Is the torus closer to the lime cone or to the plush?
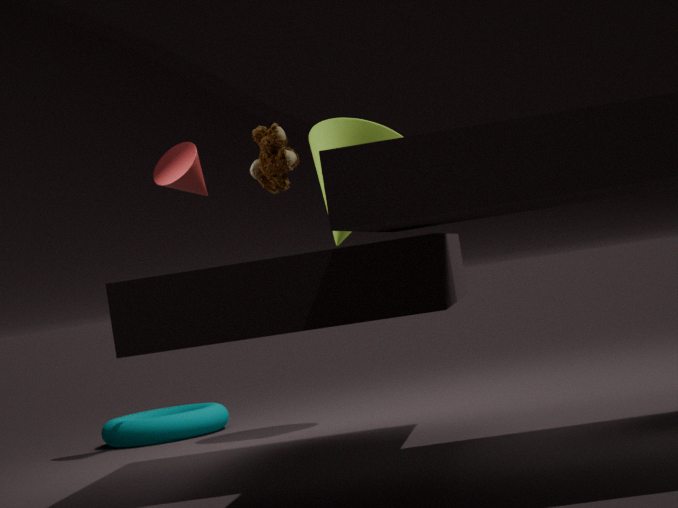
the lime cone
